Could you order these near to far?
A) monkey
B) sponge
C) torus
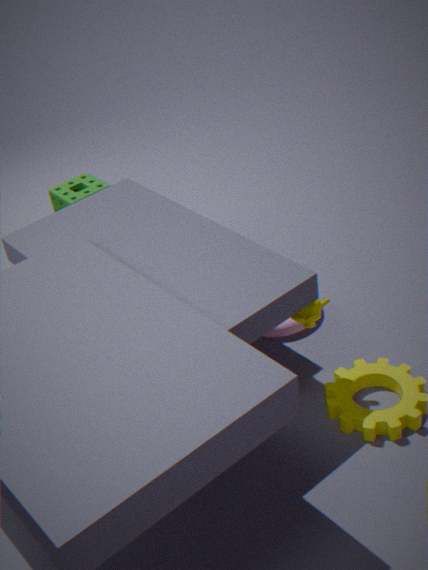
monkey
torus
sponge
